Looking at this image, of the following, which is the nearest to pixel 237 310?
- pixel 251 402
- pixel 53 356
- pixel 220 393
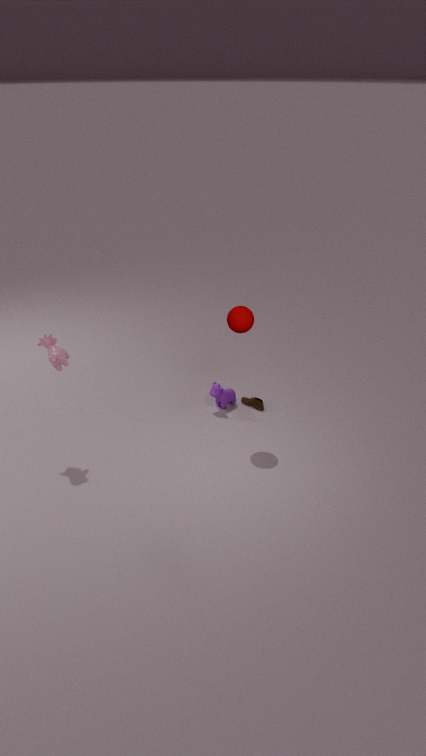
pixel 220 393
